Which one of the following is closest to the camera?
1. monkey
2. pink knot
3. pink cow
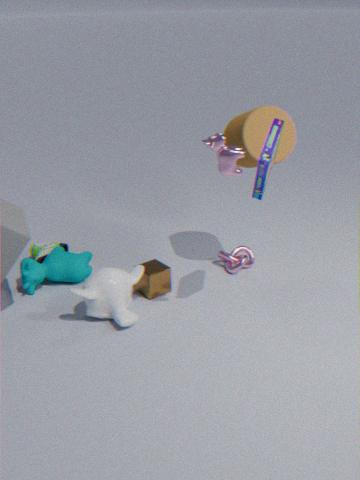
pink cow
